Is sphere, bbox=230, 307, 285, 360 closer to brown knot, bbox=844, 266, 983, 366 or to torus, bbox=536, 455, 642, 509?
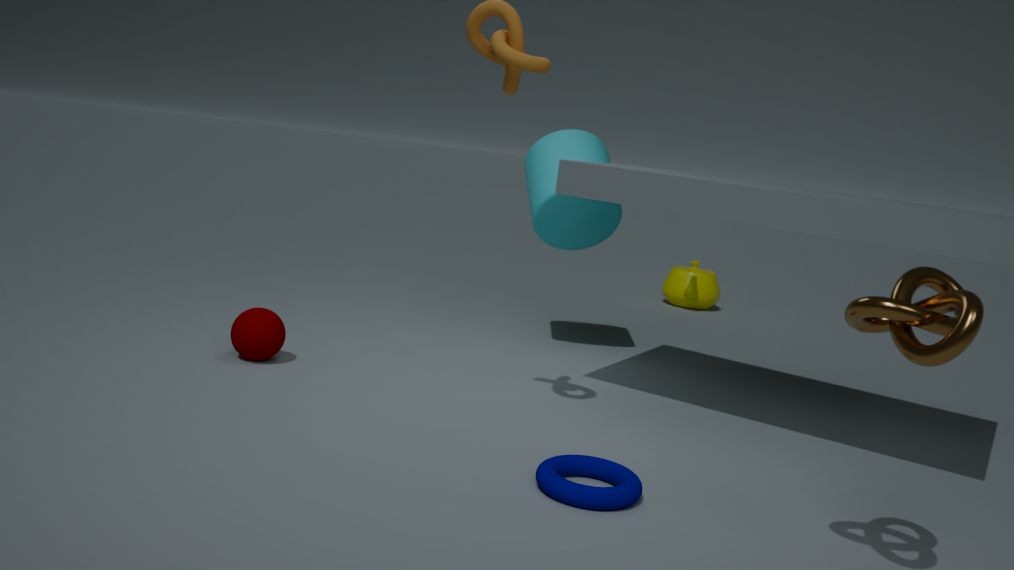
torus, bbox=536, 455, 642, 509
